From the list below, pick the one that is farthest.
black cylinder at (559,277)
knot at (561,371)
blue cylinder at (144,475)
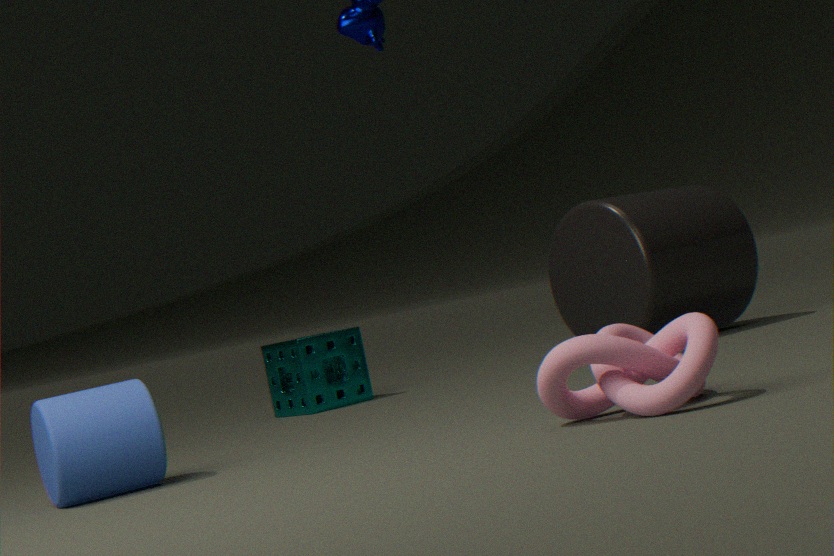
Answer: black cylinder at (559,277)
